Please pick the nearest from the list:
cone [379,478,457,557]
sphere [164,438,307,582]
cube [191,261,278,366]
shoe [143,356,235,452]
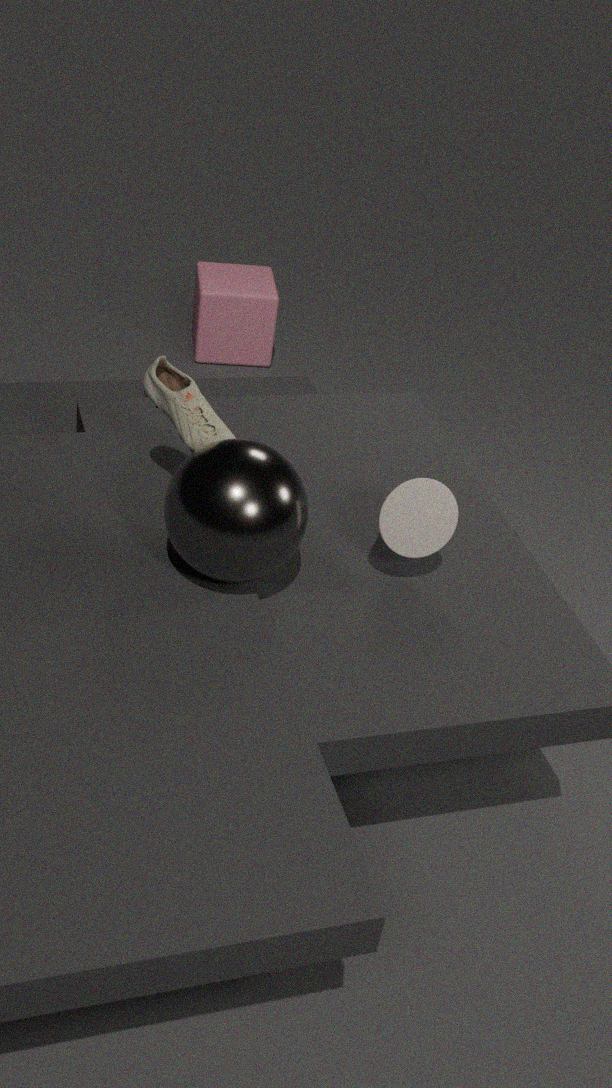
sphere [164,438,307,582]
